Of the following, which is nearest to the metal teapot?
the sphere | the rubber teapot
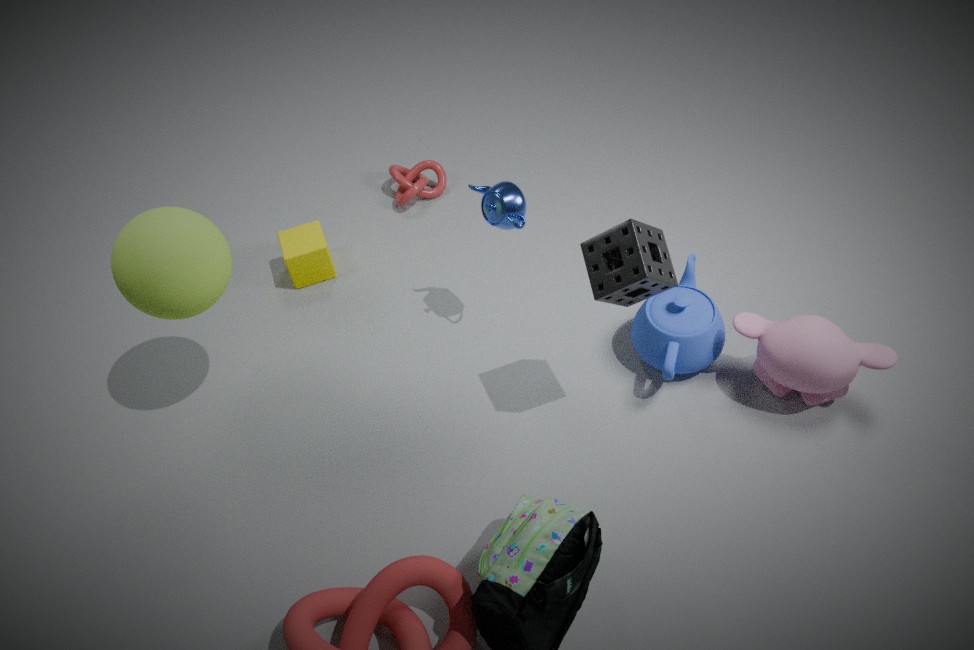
the rubber teapot
